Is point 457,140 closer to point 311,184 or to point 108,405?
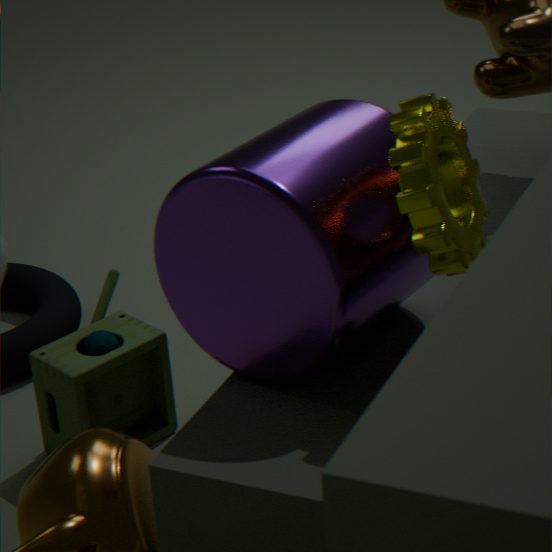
point 311,184
